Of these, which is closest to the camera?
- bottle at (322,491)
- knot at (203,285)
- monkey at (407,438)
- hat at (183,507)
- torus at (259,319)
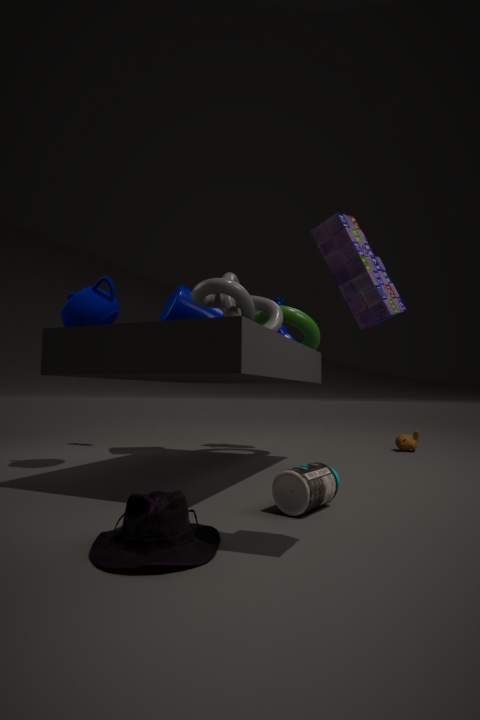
hat at (183,507)
